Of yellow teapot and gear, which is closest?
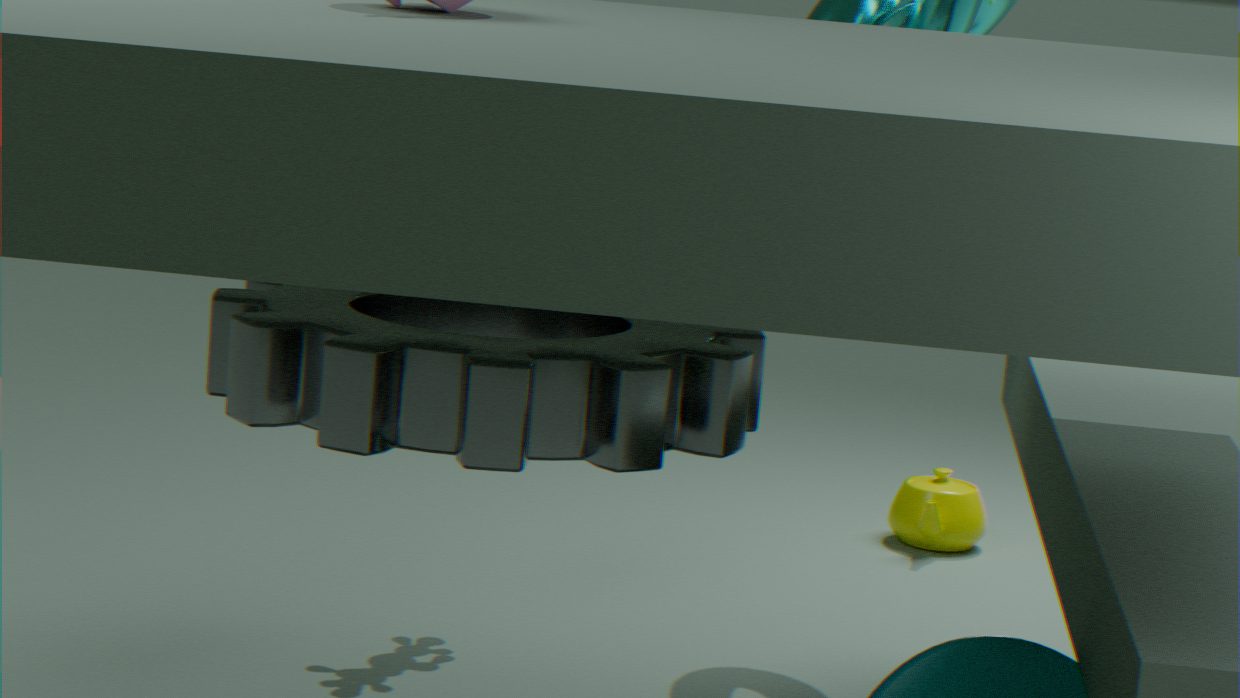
gear
